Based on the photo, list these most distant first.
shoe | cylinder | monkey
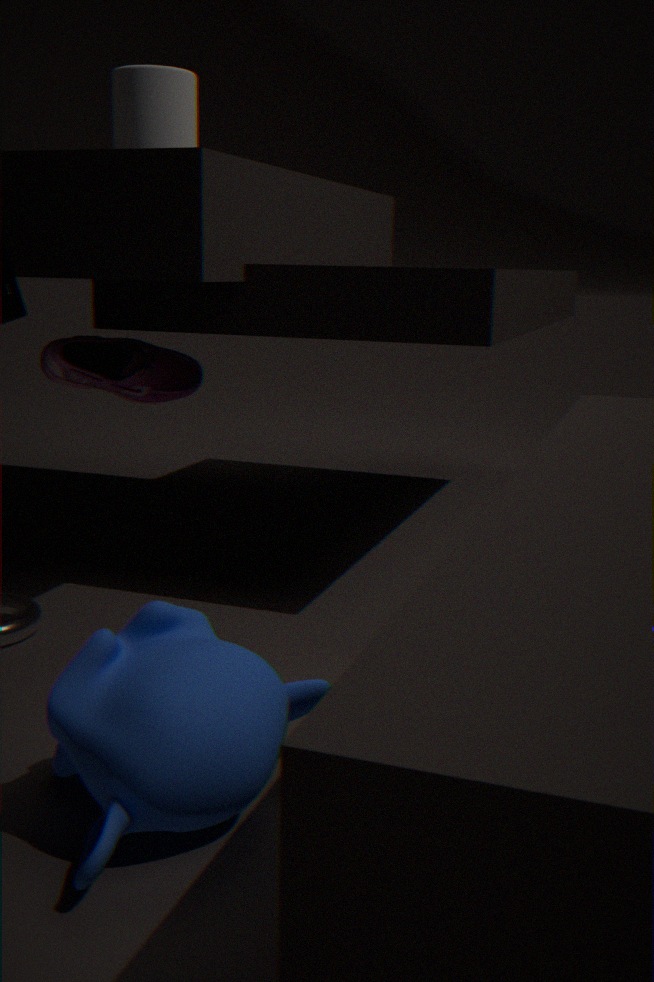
shoe, cylinder, monkey
